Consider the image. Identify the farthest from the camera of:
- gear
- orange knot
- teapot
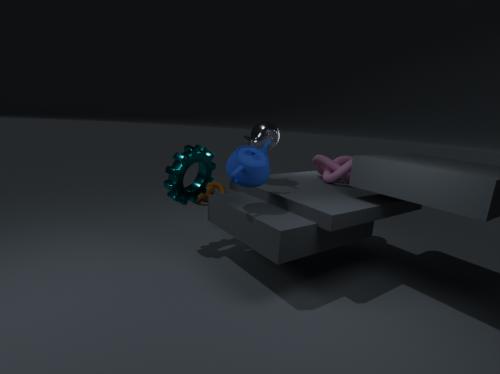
orange knot
